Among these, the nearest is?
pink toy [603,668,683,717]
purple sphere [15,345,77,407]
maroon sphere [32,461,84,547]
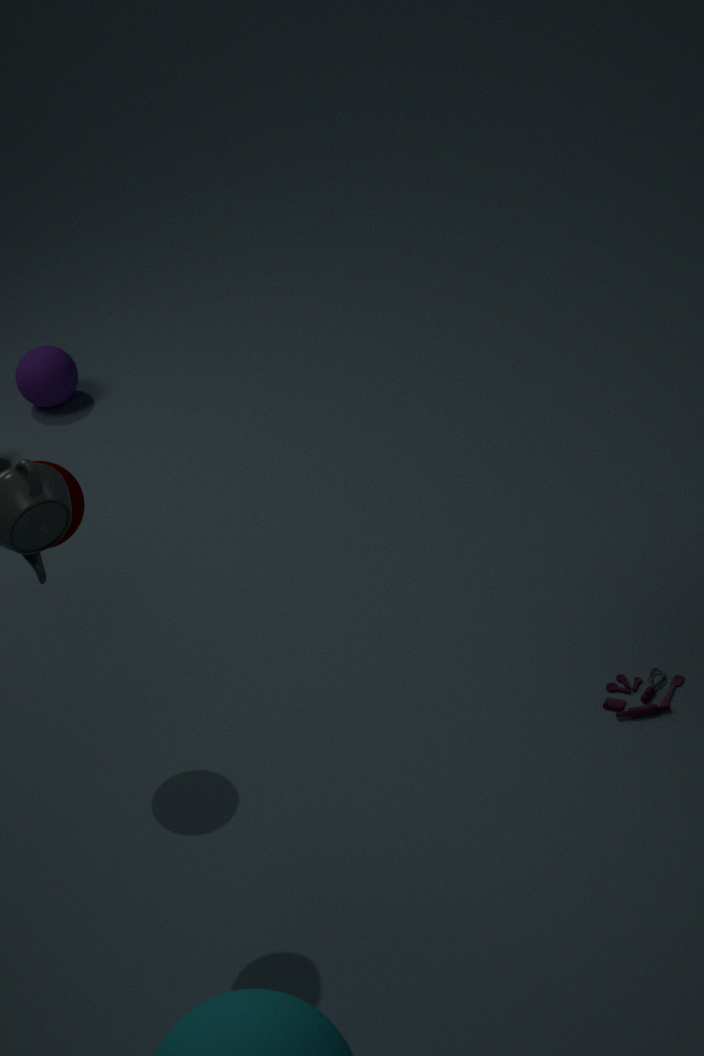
maroon sphere [32,461,84,547]
